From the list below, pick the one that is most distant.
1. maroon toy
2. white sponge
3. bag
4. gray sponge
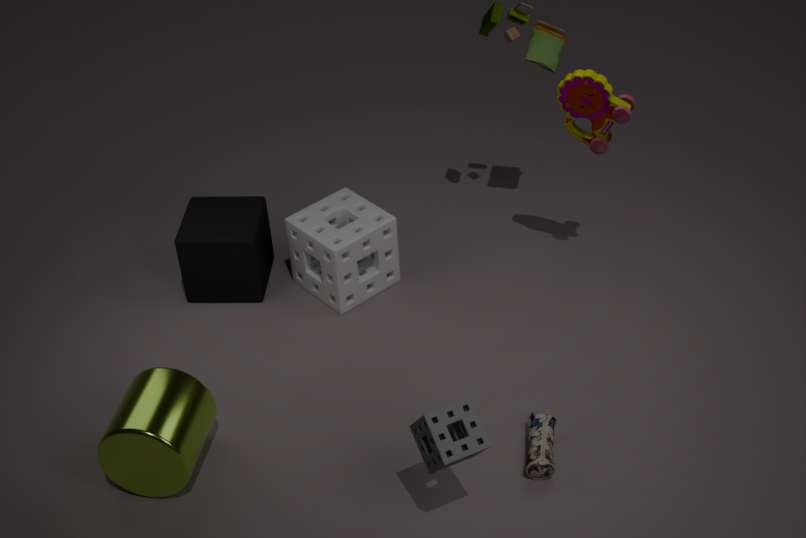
white sponge
